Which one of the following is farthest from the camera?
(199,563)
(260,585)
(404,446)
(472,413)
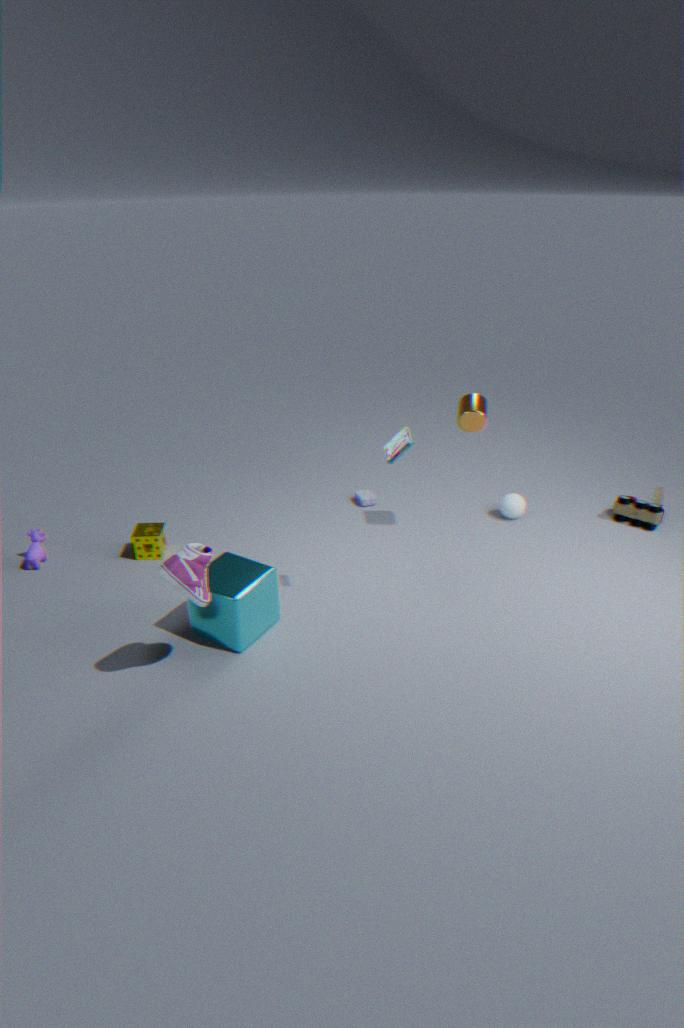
(472,413)
